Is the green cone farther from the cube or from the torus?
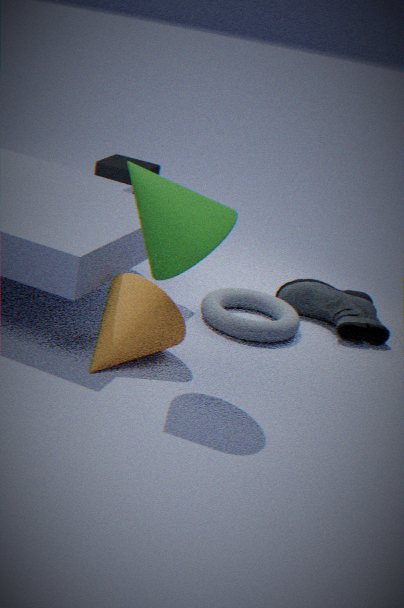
the cube
